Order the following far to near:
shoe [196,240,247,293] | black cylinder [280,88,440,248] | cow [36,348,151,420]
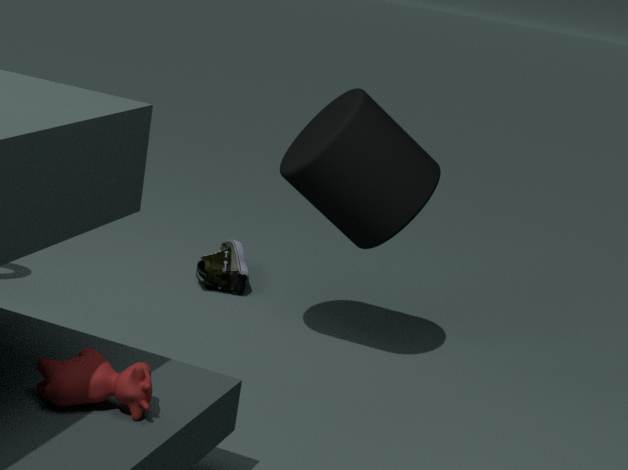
shoe [196,240,247,293], black cylinder [280,88,440,248], cow [36,348,151,420]
